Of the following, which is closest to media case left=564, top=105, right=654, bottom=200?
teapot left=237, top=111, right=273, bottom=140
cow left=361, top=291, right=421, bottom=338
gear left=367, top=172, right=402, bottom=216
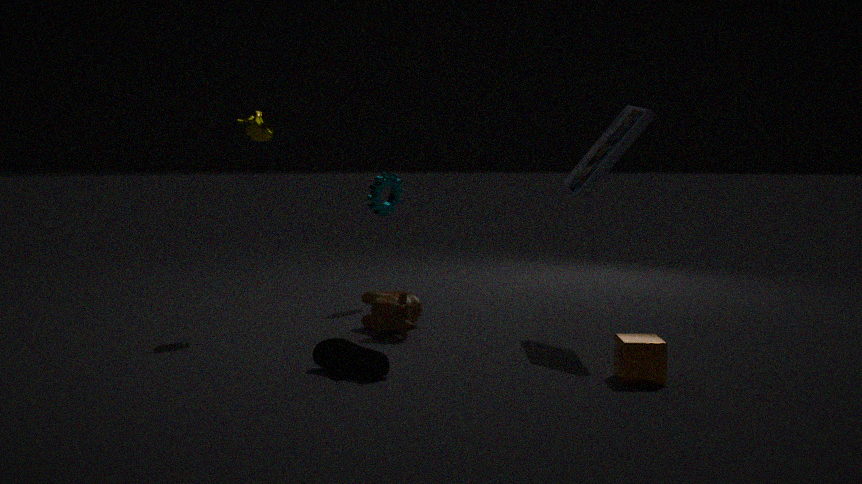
cow left=361, top=291, right=421, bottom=338
